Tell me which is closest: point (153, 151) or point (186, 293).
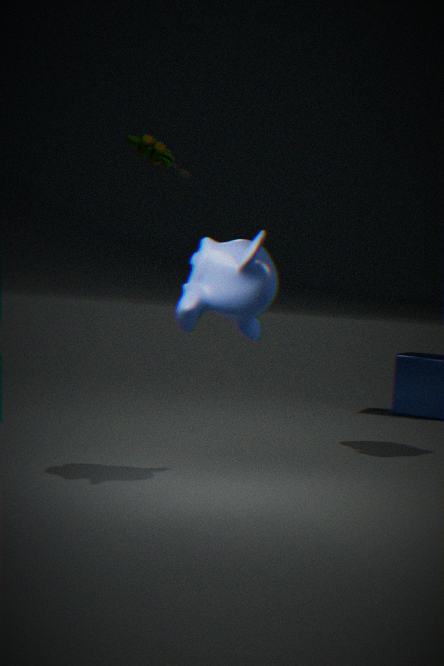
point (153, 151)
